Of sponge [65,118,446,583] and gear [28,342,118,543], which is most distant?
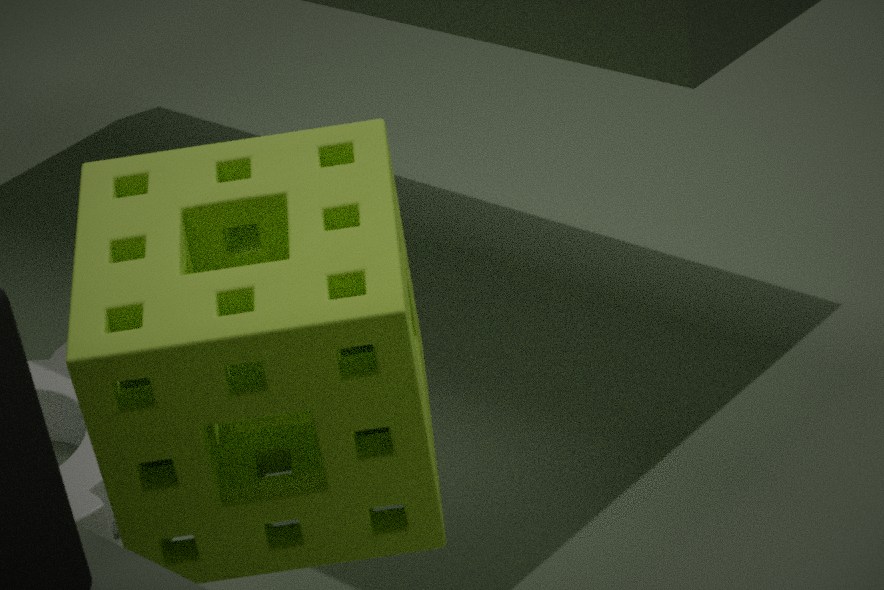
gear [28,342,118,543]
